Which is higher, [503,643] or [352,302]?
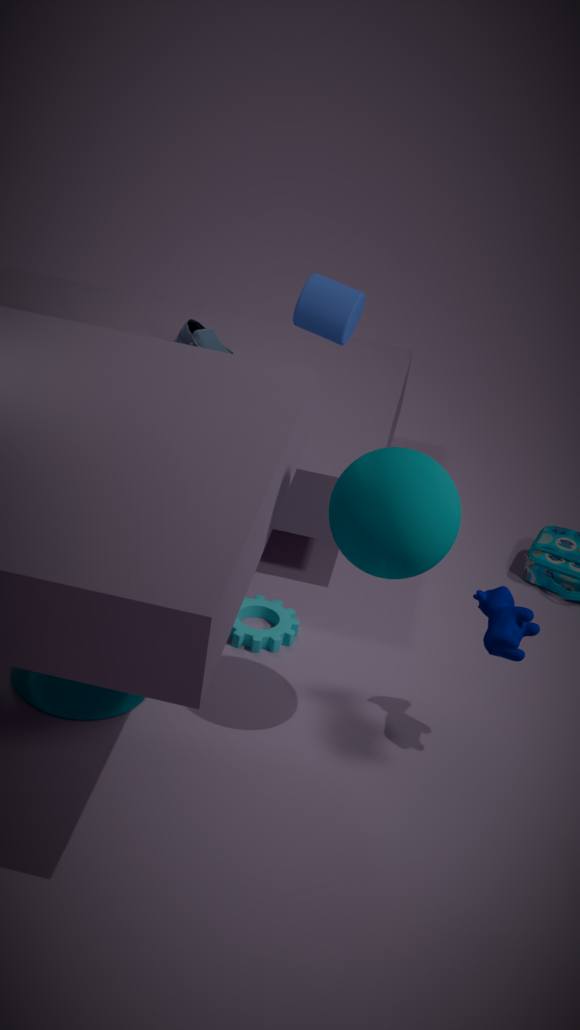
[352,302]
